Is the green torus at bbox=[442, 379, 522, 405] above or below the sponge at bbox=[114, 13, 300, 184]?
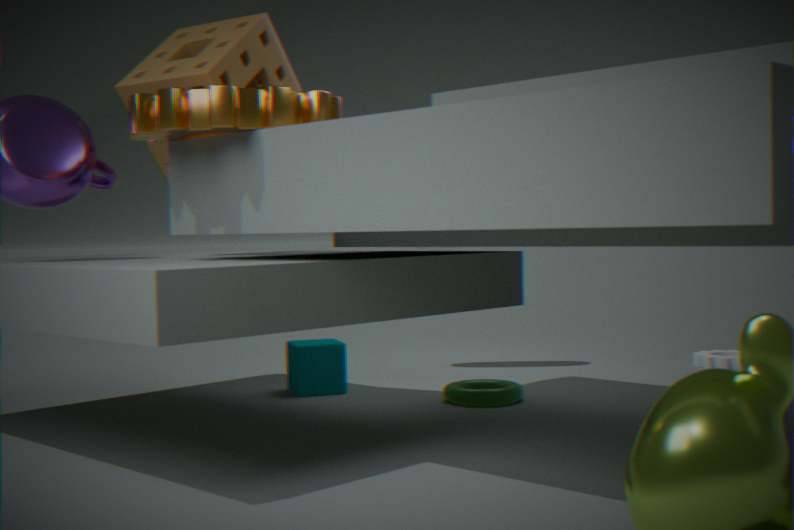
below
